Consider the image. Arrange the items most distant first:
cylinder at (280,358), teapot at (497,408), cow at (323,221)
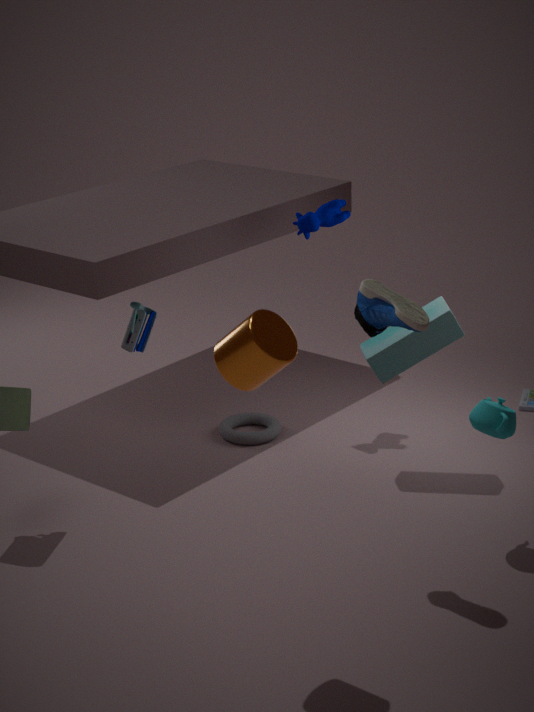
1. cow at (323,221)
2. teapot at (497,408)
3. cylinder at (280,358)
